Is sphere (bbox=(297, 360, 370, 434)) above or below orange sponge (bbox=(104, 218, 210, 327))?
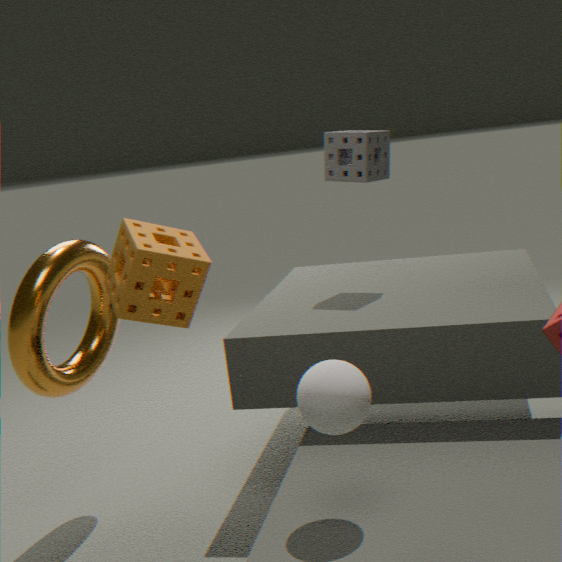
below
